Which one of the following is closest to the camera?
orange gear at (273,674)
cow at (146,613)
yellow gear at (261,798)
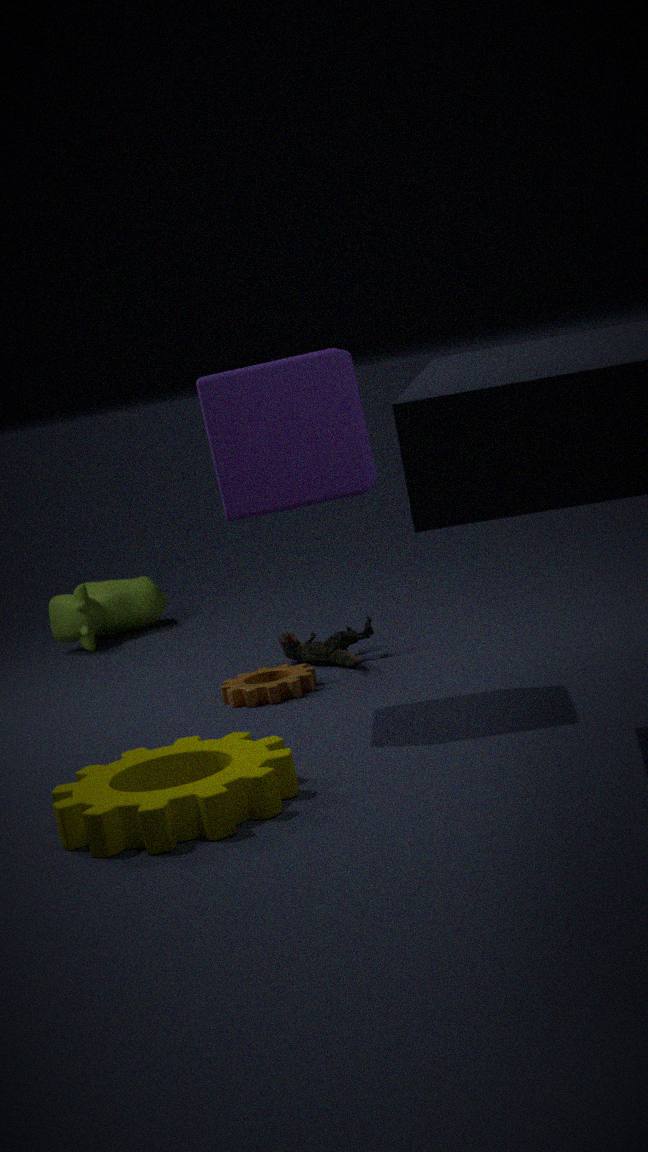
yellow gear at (261,798)
